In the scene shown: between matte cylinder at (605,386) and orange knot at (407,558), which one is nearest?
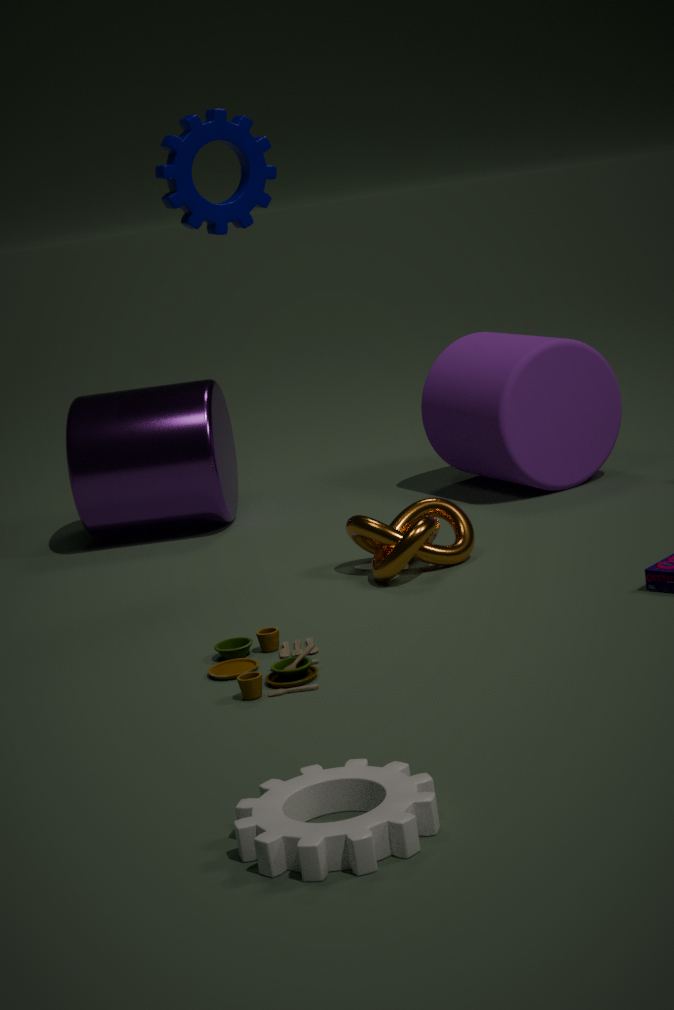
orange knot at (407,558)
